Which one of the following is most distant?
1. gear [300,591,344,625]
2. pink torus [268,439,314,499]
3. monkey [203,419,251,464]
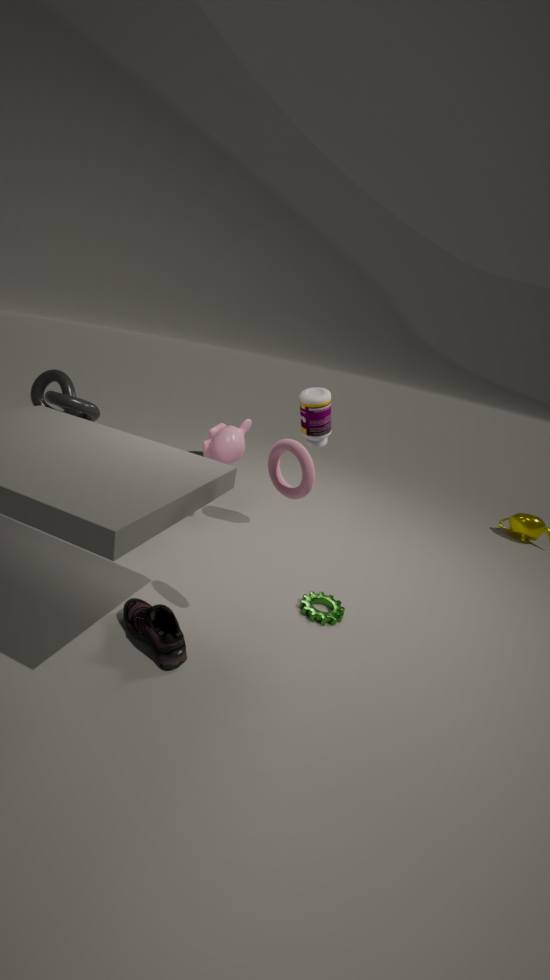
monkey [203,419,251,464]
